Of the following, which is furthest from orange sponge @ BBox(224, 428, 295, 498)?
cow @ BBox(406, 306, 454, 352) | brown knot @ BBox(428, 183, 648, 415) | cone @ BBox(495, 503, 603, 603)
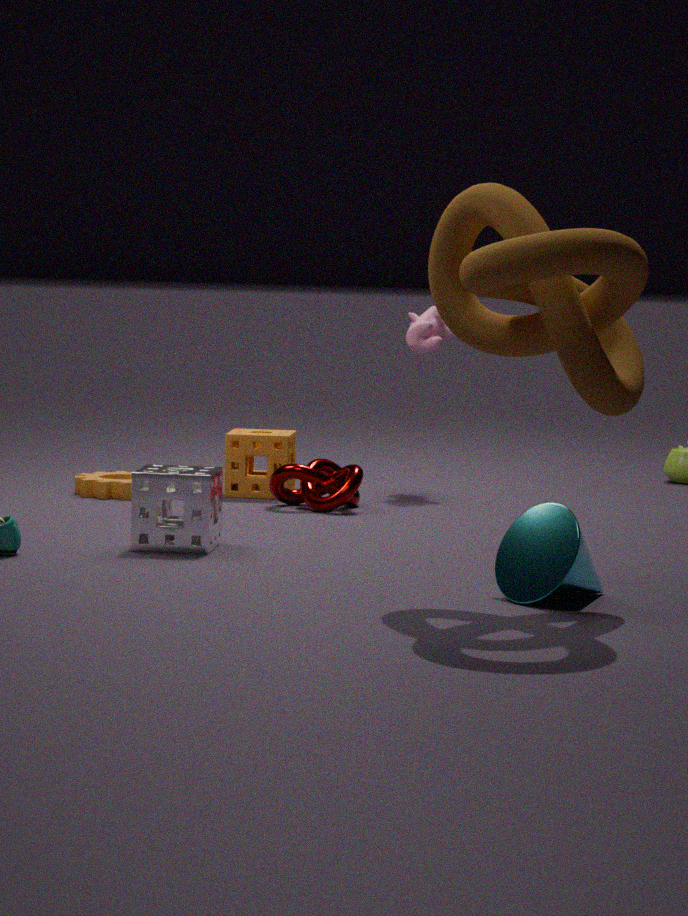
cone @ BBox(495, 503, 603, 603)
